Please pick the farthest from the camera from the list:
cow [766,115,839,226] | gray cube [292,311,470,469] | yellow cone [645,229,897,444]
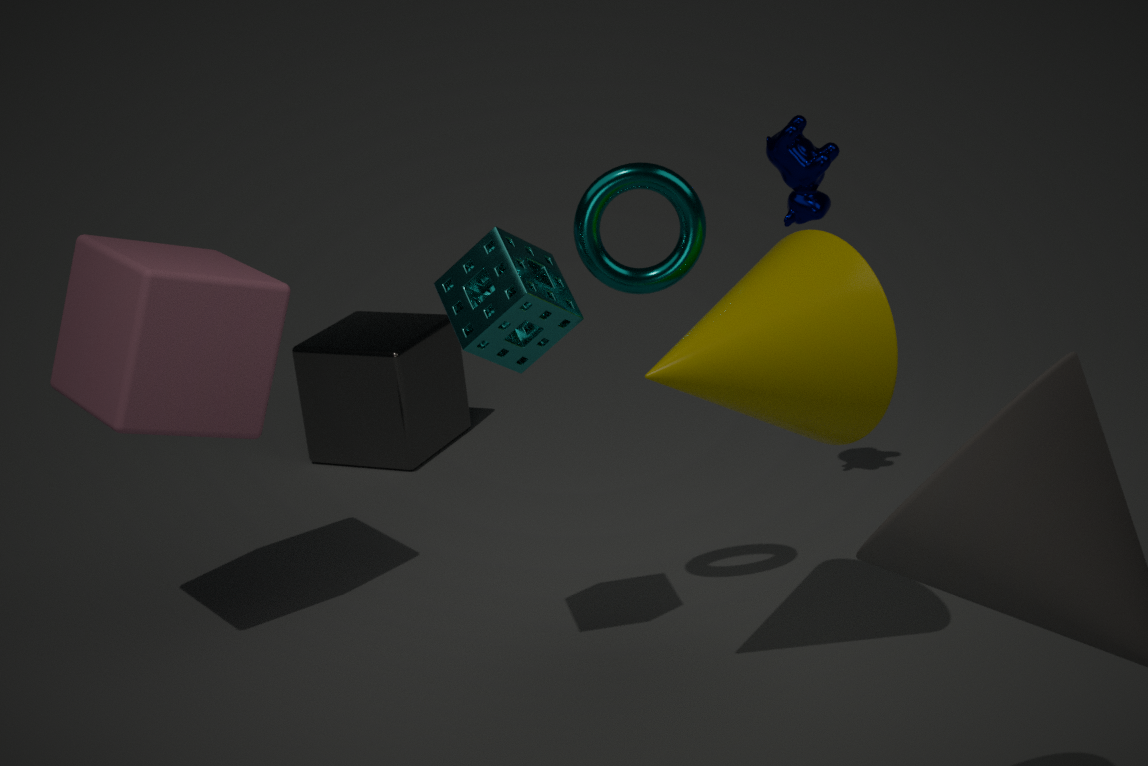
gray cube [292,311,470,469]
